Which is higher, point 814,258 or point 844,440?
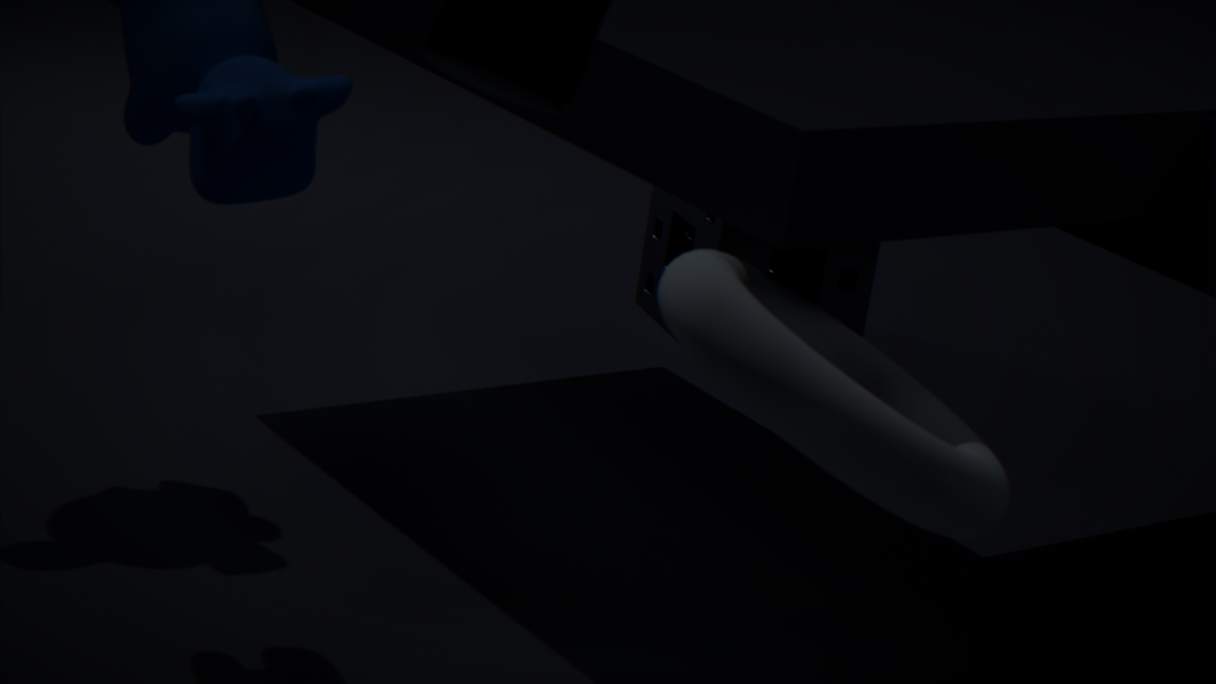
point 844,440
